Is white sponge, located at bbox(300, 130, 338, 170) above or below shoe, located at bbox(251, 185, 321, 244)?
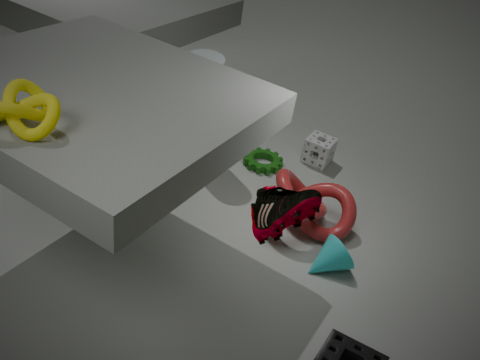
below
